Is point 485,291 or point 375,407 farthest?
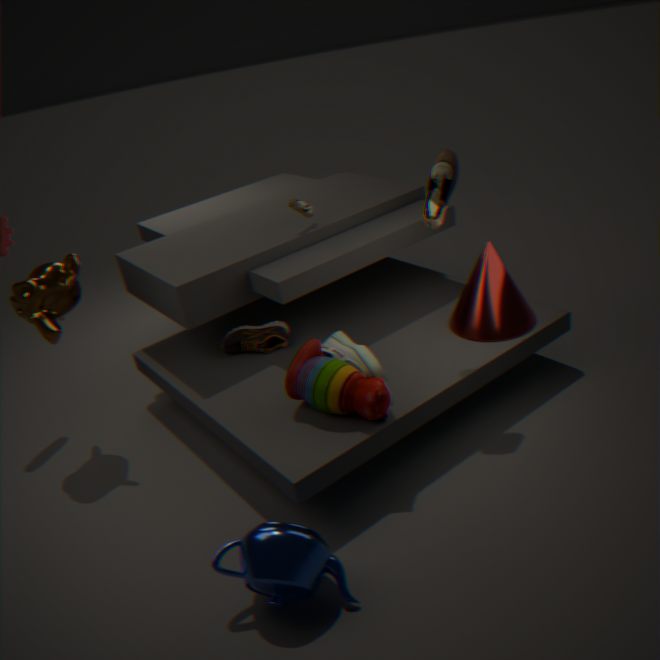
point 485,291
